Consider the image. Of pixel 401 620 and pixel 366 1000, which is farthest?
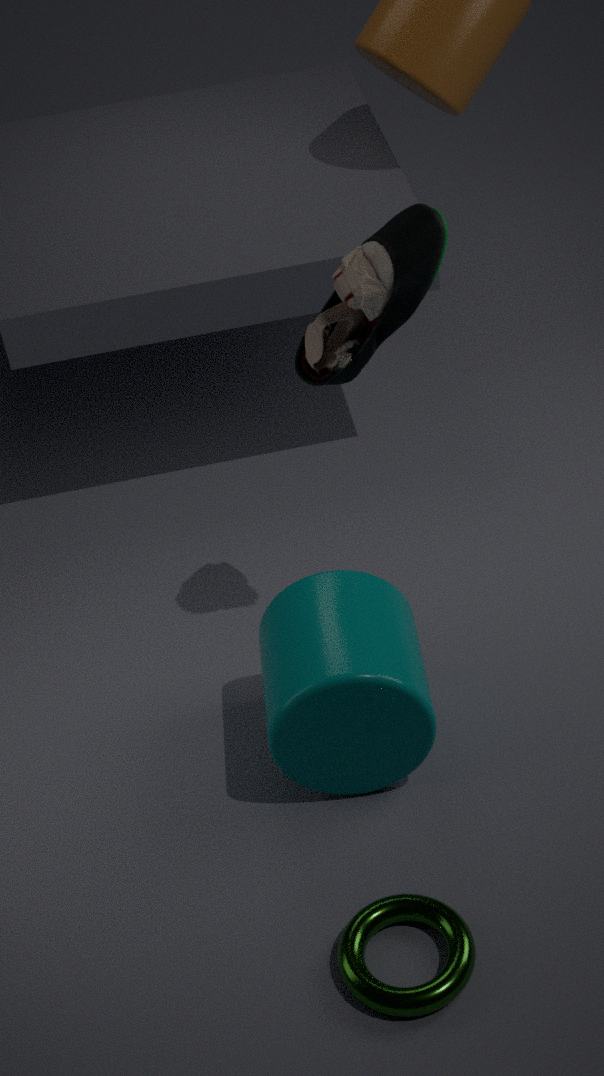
pixel 401 620
